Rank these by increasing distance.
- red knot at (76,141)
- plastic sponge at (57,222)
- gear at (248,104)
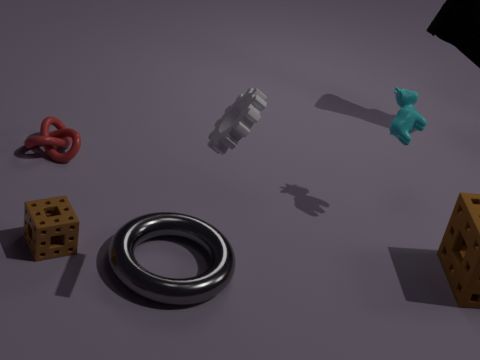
gear at (248,104)
plastic sponge at (57,222)
red knot at (76,141)
